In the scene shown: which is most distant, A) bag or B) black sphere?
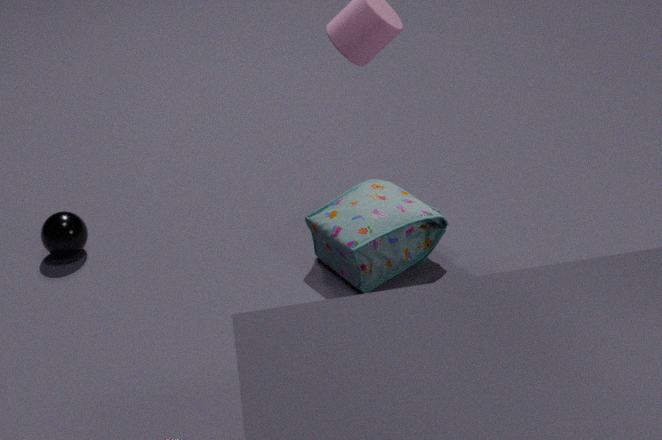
B. black sphere
